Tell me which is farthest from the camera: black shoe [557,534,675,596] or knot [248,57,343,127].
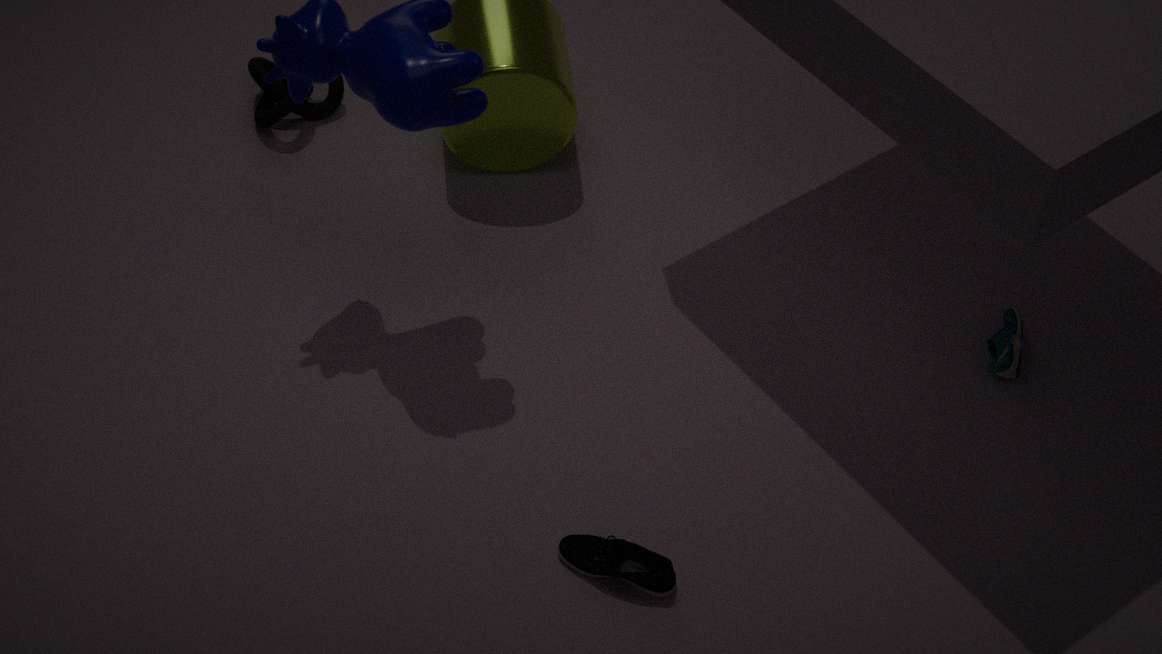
knot [248,57,343,127]
